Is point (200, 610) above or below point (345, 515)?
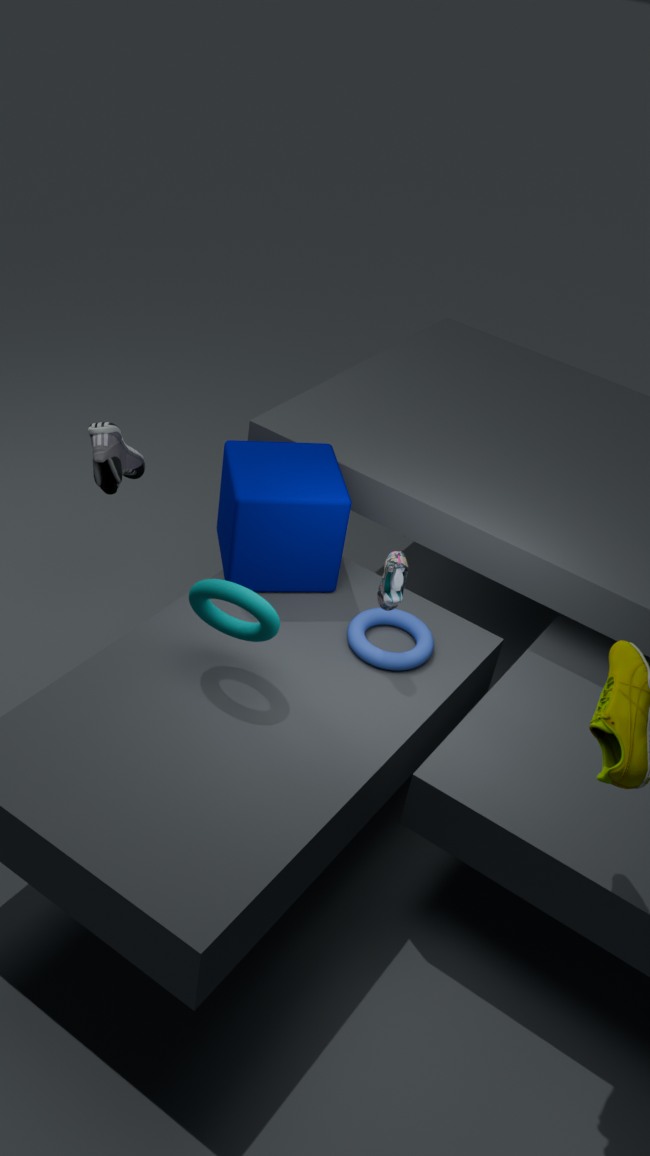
above
